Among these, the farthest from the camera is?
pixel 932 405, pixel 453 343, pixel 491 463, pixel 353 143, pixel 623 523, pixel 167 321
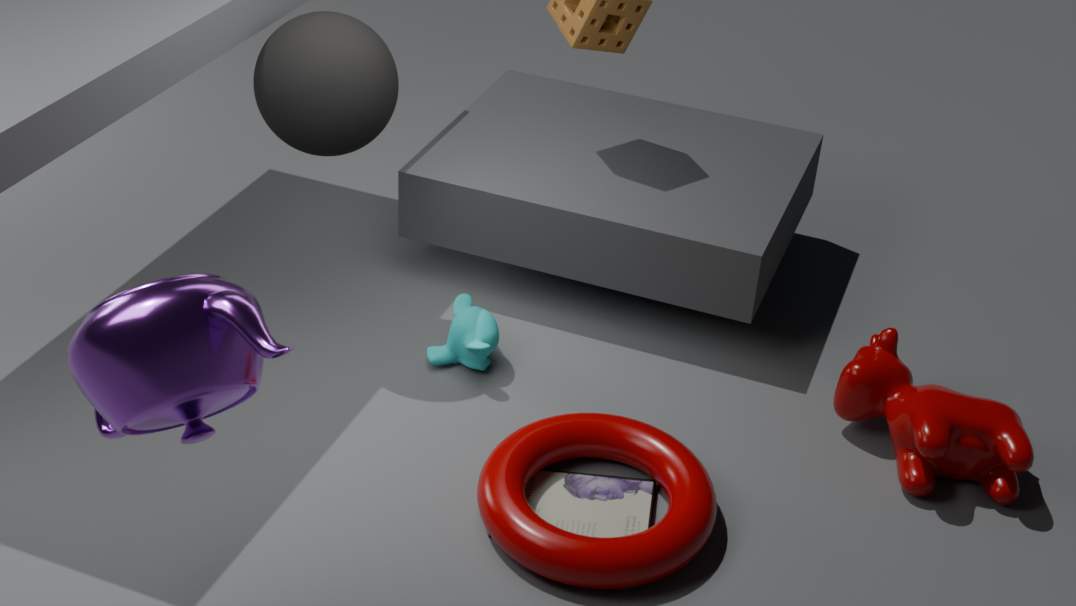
pixel 453 343
